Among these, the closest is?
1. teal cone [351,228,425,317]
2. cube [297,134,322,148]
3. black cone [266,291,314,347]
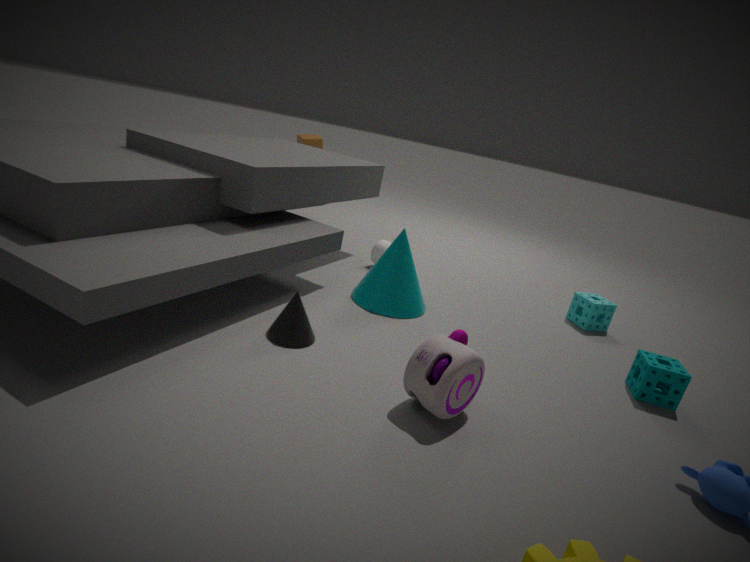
black cone [266,291,314,347]
